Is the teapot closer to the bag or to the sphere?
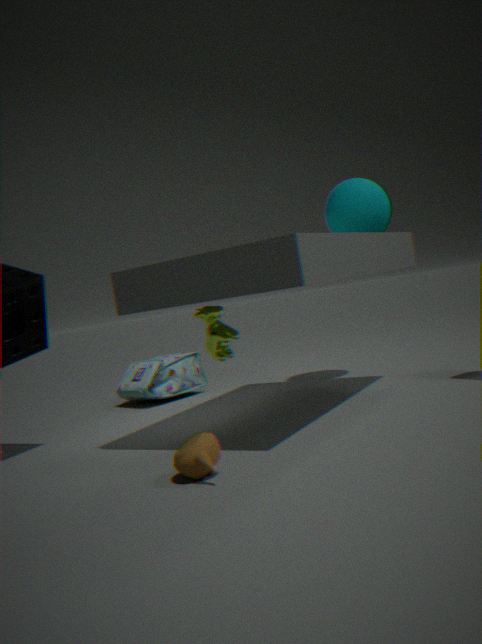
the bag
